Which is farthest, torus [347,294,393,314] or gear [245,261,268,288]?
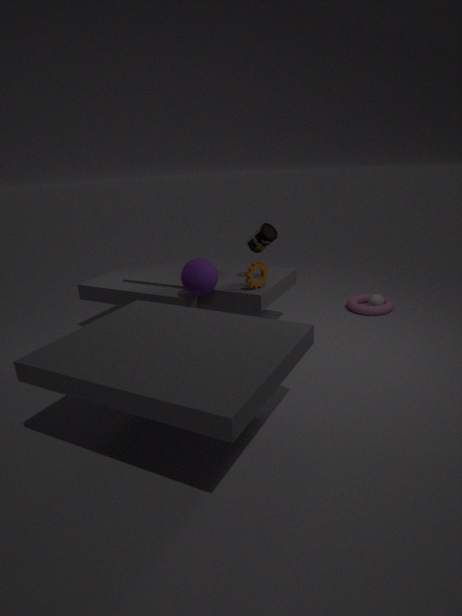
torus [347,294,393,314]
